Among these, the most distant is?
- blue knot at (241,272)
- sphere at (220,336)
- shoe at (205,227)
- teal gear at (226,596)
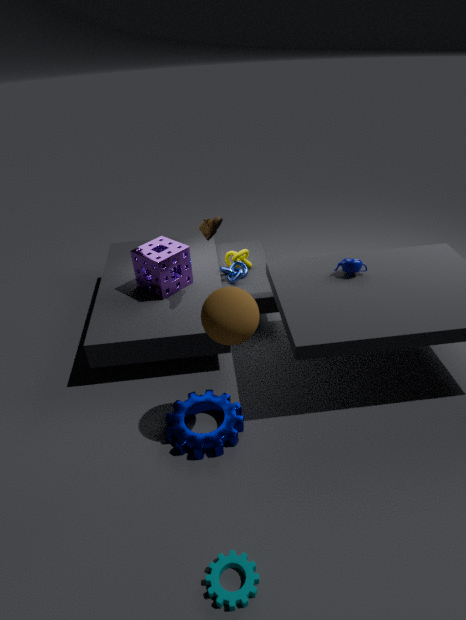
blue knot at (241,272)
